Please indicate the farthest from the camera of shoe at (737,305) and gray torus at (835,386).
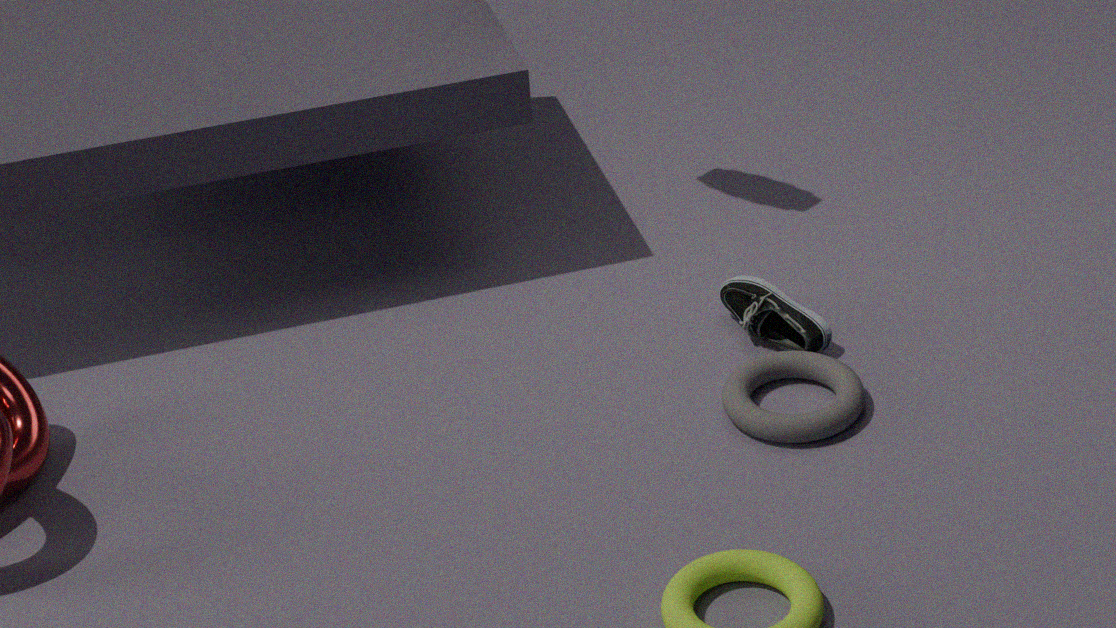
shoe at (737,305)
